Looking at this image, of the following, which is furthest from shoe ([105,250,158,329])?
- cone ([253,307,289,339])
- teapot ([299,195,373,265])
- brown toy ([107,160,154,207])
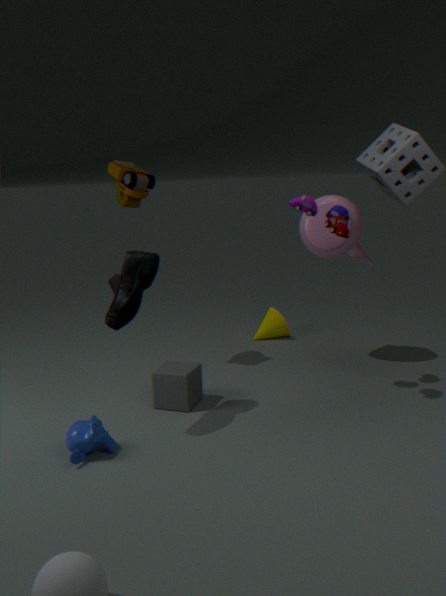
cone ([253,307,289,339])
